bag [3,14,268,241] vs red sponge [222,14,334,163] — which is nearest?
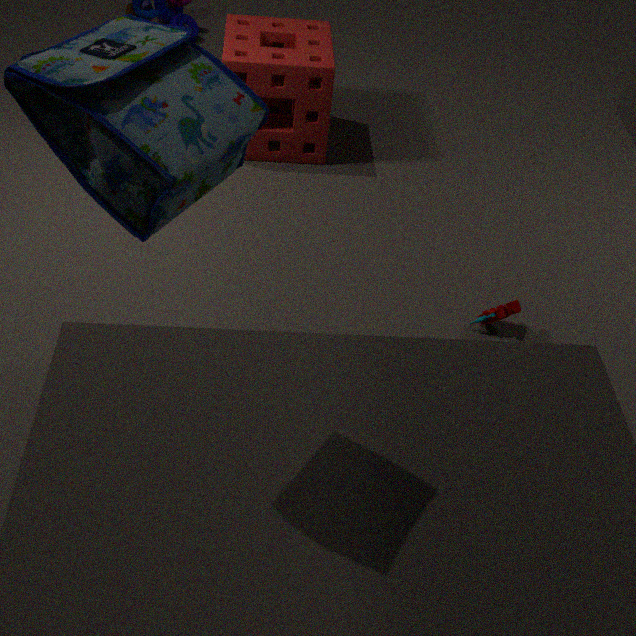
bag [3,14,268,241]
